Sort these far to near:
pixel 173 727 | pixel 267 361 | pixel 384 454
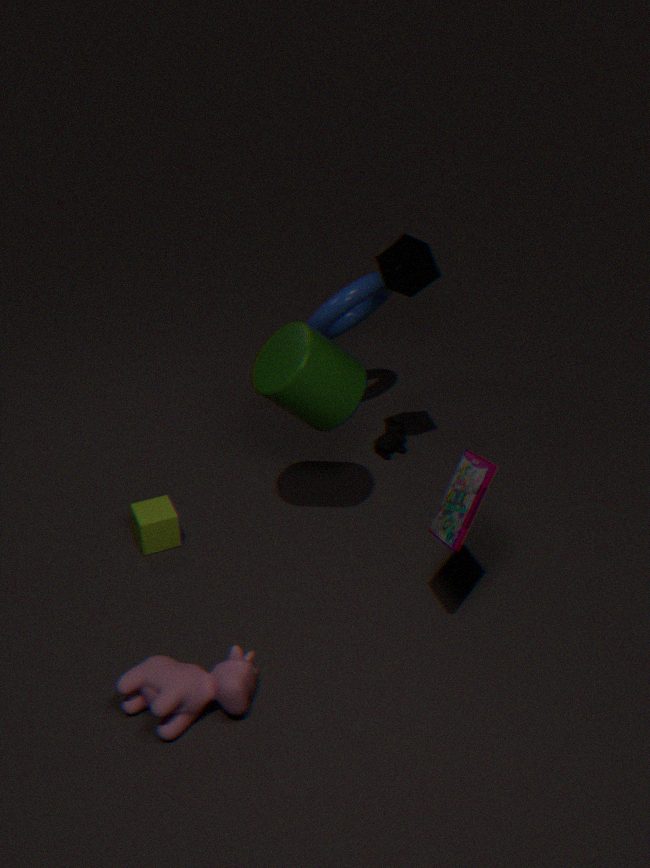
1. pixel 384 454
2. pixel 267 361
3. pixel 173 727
